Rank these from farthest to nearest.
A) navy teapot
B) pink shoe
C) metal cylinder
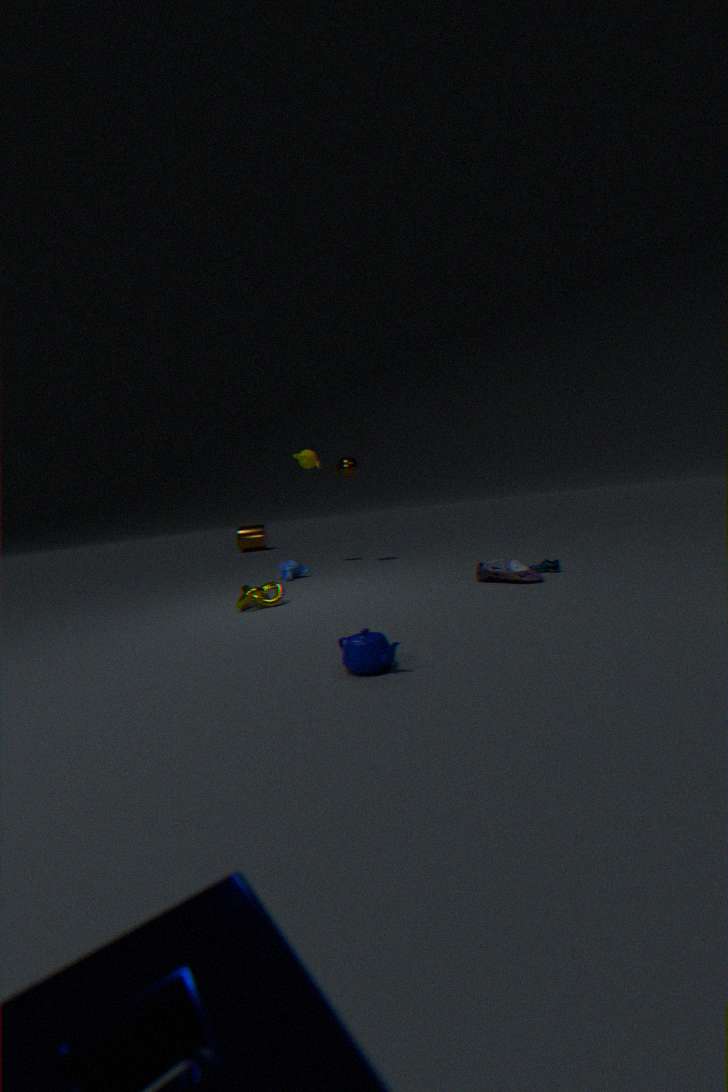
1. metal cylinder
2. pink shoe
3. navy teapot
